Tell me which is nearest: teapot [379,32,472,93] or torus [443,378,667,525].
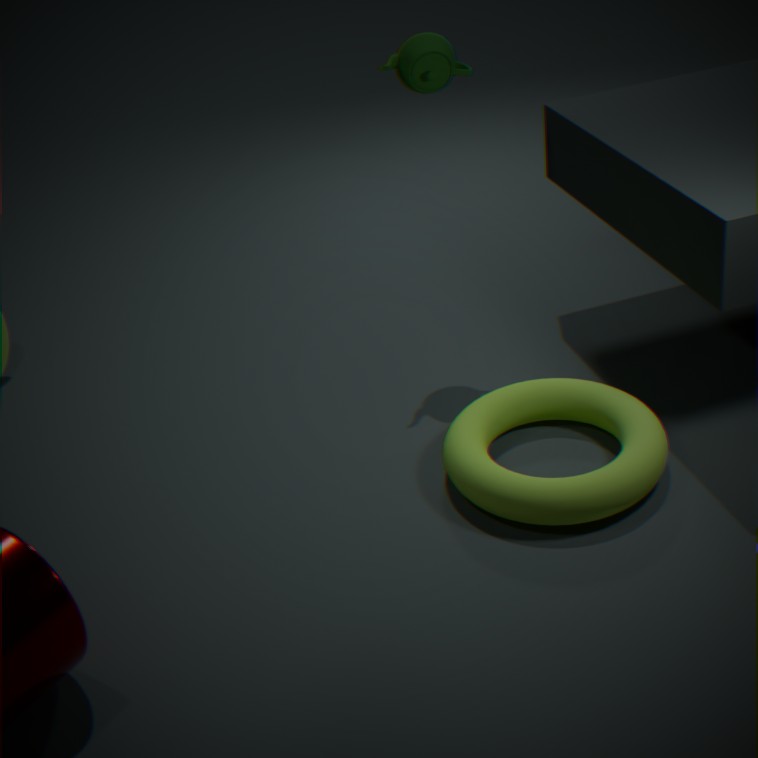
torus [443,378,667,525]
